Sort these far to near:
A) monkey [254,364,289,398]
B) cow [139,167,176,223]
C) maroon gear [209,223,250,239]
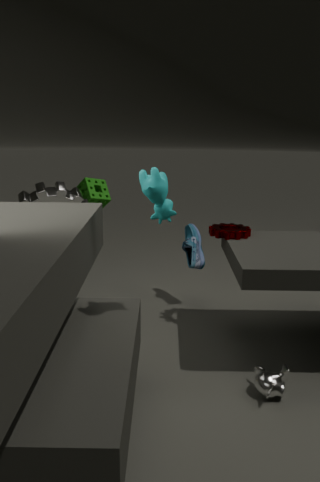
maroon gear [209,223,250,239]
monkey [254,364,289,398]
cow [139,167,176,223]
